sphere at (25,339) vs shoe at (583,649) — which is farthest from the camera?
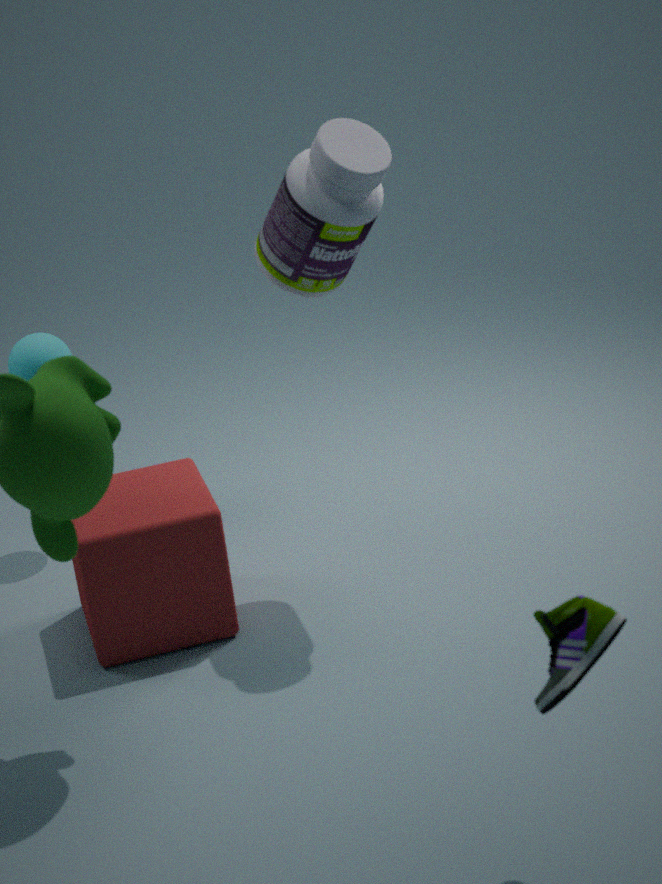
sphere at (25,339)
